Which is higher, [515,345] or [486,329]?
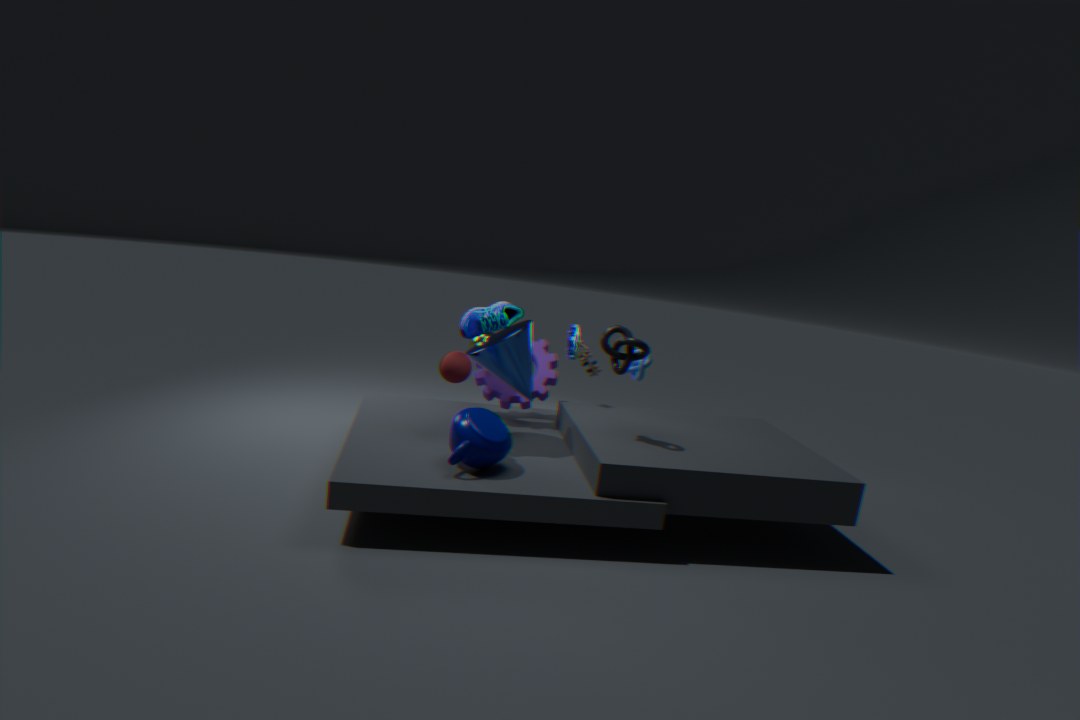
[486,329]
